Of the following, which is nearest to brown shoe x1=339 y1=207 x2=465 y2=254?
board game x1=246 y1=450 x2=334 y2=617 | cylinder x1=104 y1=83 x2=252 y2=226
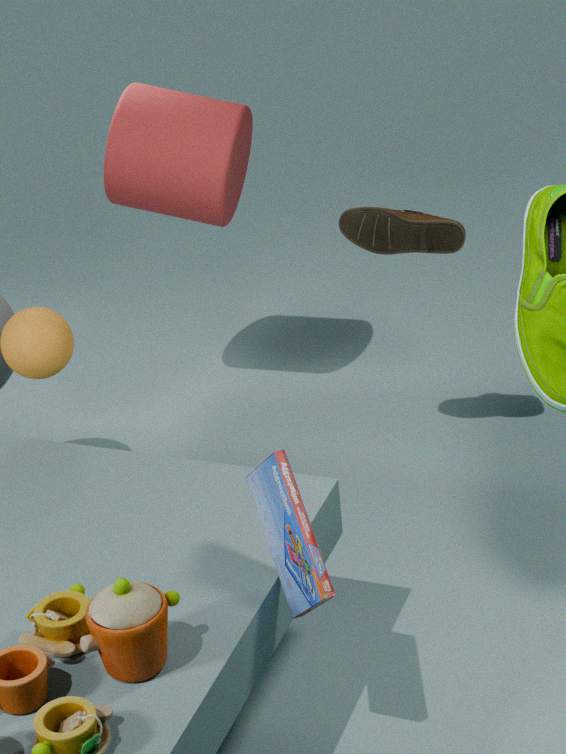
cylinder x1=104 y1=83 x2=252 y2=226
